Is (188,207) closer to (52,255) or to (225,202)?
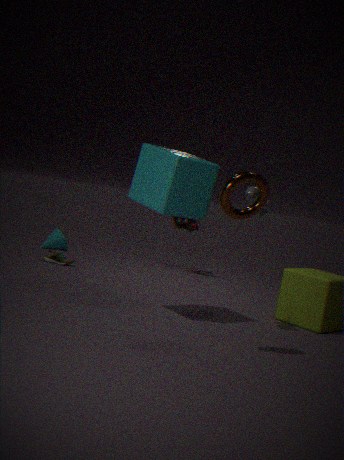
(225,202)
